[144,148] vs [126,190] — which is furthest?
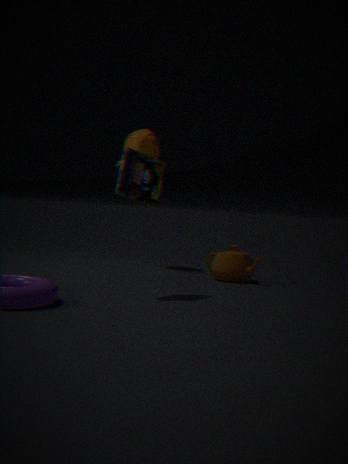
[144,148]
